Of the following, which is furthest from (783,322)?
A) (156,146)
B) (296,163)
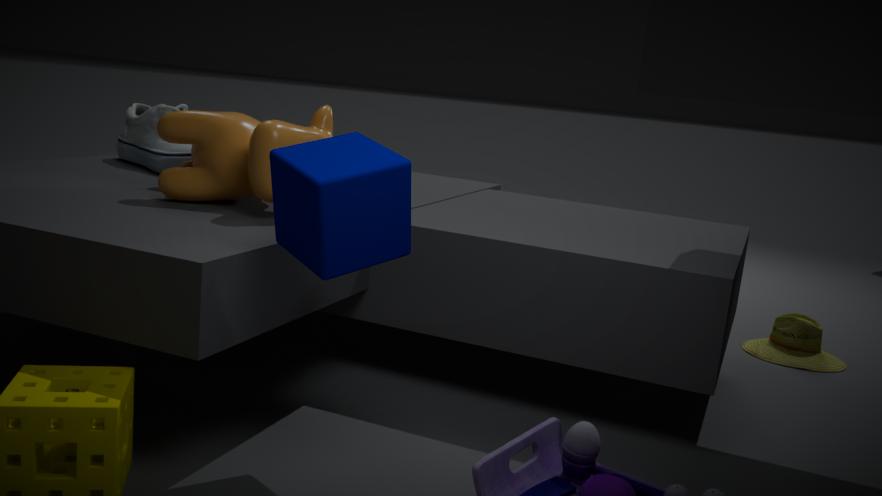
(156,146)
